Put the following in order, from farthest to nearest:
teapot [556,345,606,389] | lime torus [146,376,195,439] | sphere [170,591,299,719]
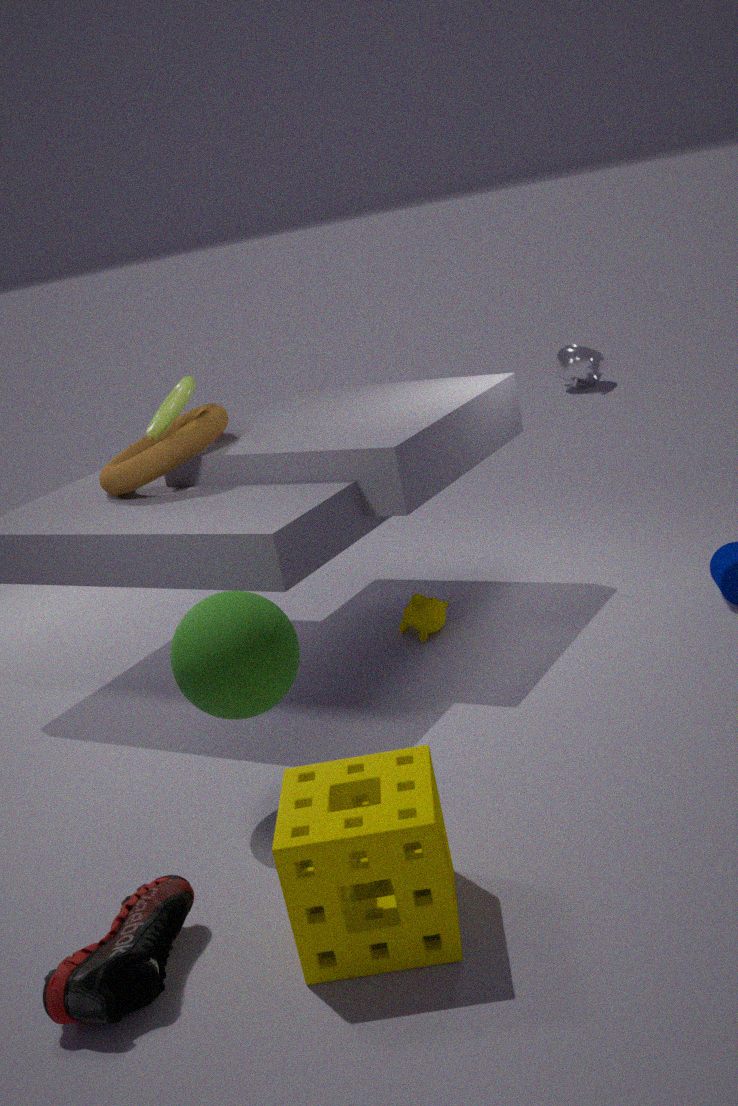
teapot [556,345,606,389] → lime torus [146,376,195,439] → sphere [170,591,299,719]
